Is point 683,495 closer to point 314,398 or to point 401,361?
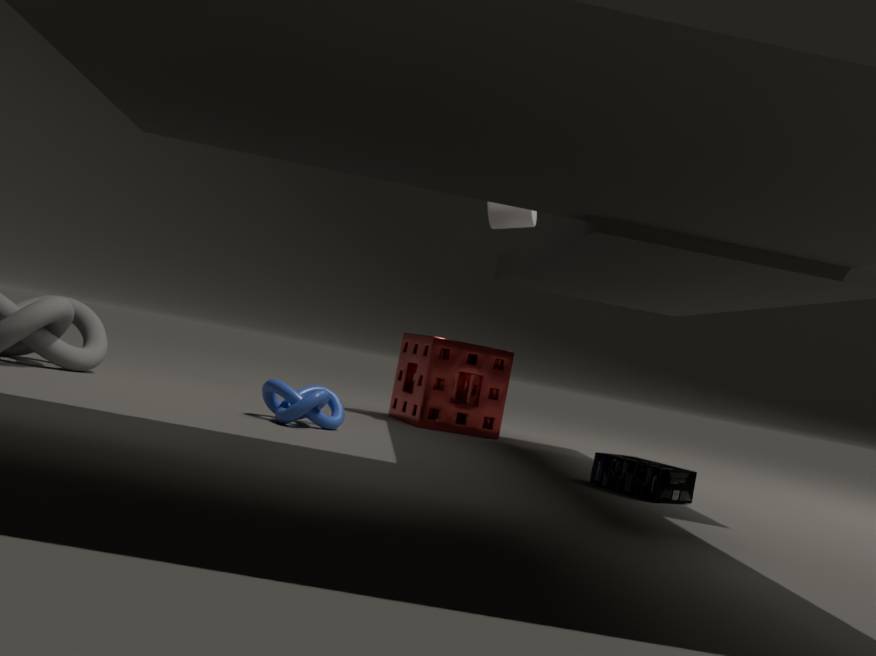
point 314,398
